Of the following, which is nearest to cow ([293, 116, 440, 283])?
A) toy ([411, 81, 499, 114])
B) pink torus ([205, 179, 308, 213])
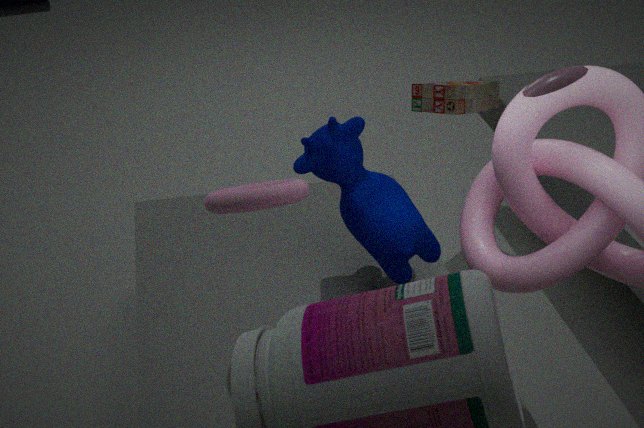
pink torus ([205, 179, 308, 213])
